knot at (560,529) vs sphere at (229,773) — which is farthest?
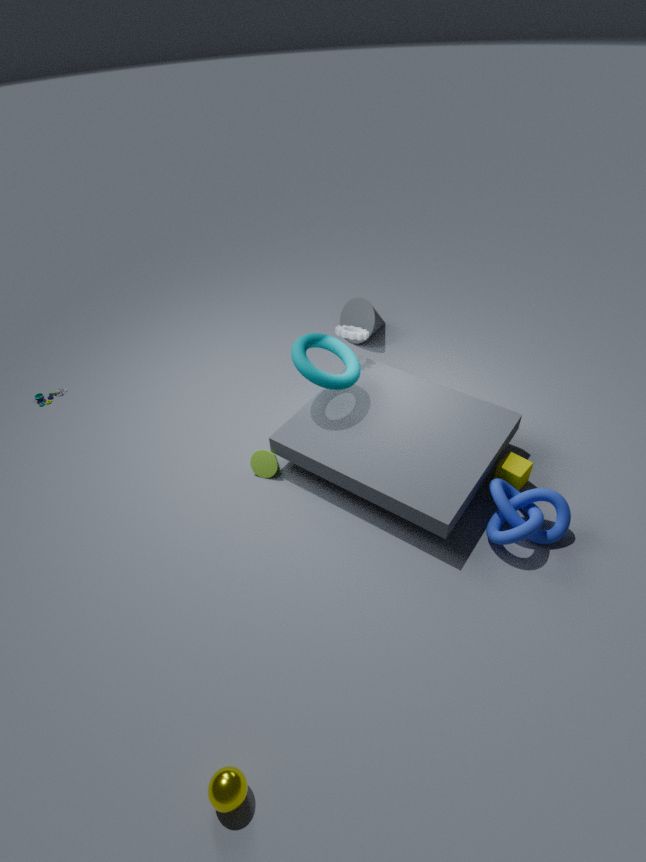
knot at (560,529)
